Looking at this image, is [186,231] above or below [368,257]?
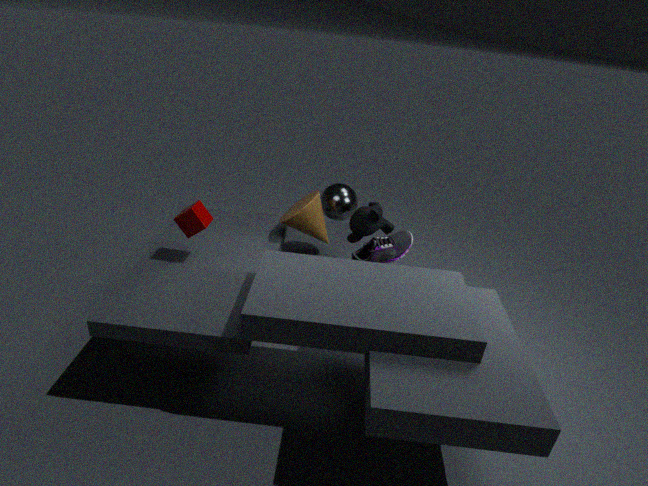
above
